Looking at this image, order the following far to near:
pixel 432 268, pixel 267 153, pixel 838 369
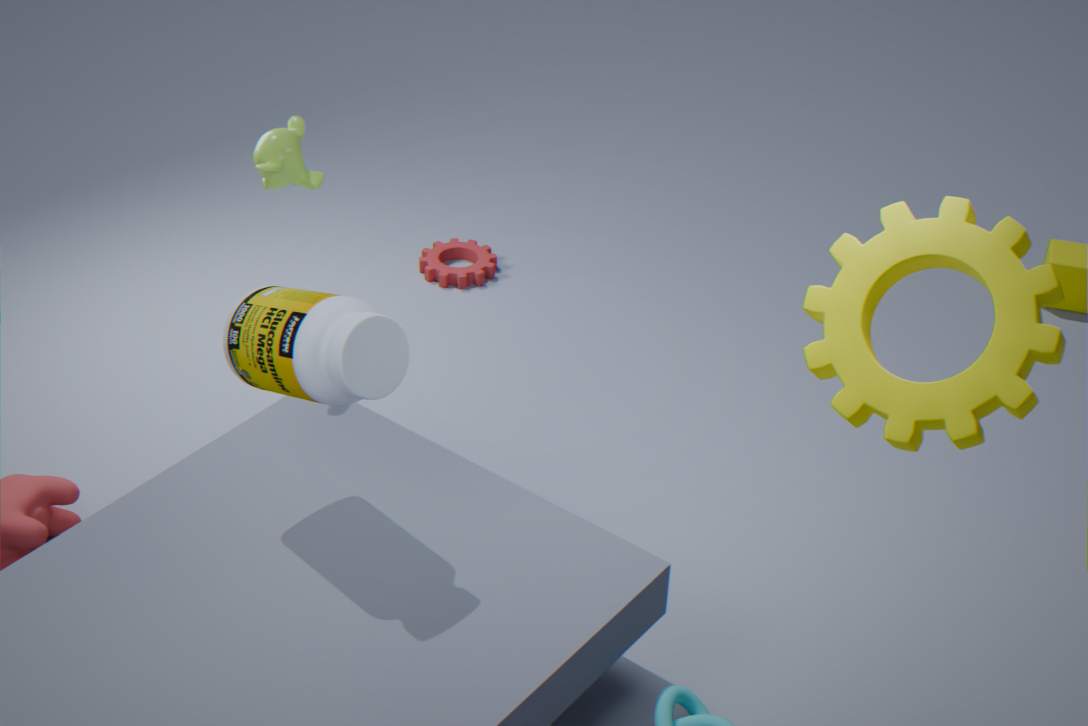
1. pixel 432 268
2. pixel 267 153
3. pixel 838 369
